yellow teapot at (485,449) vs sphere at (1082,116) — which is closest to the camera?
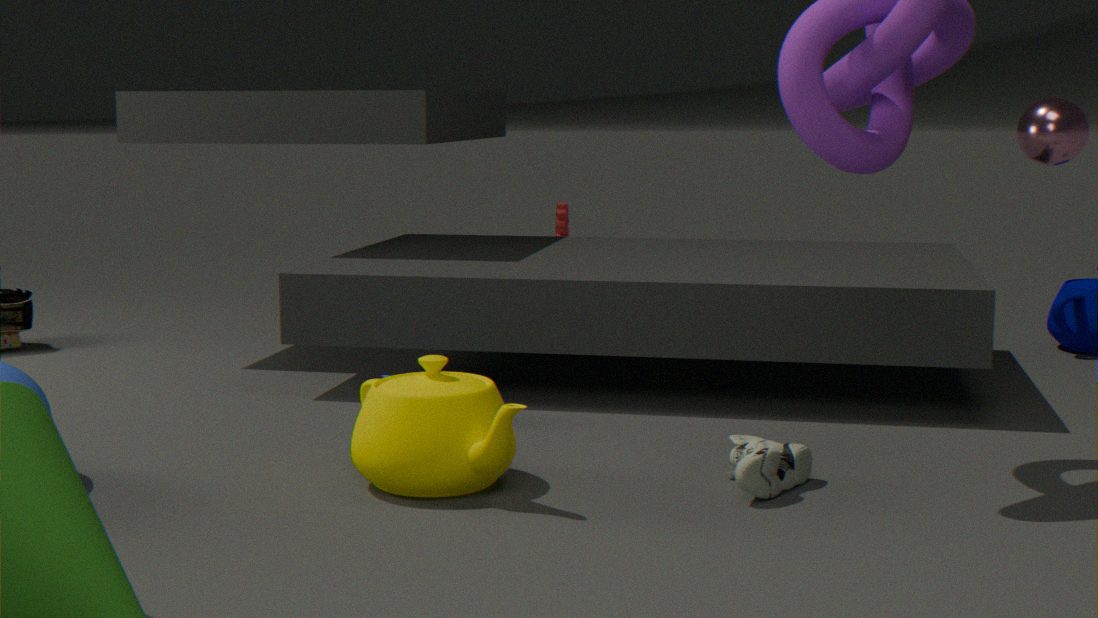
yellow teapot at (485,449)
